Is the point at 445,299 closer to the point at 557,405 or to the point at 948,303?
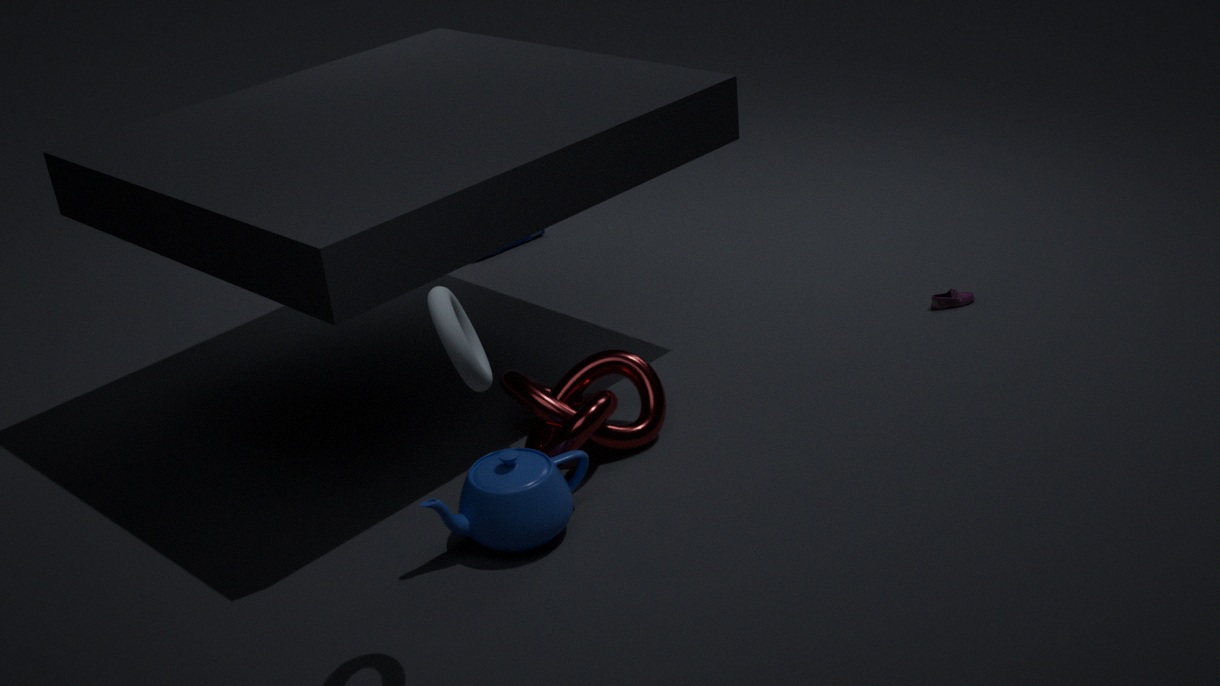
the point at 557,405
